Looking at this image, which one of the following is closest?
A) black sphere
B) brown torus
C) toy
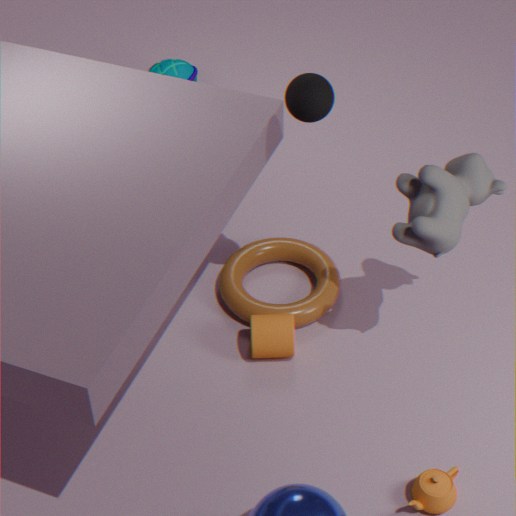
black sphere
